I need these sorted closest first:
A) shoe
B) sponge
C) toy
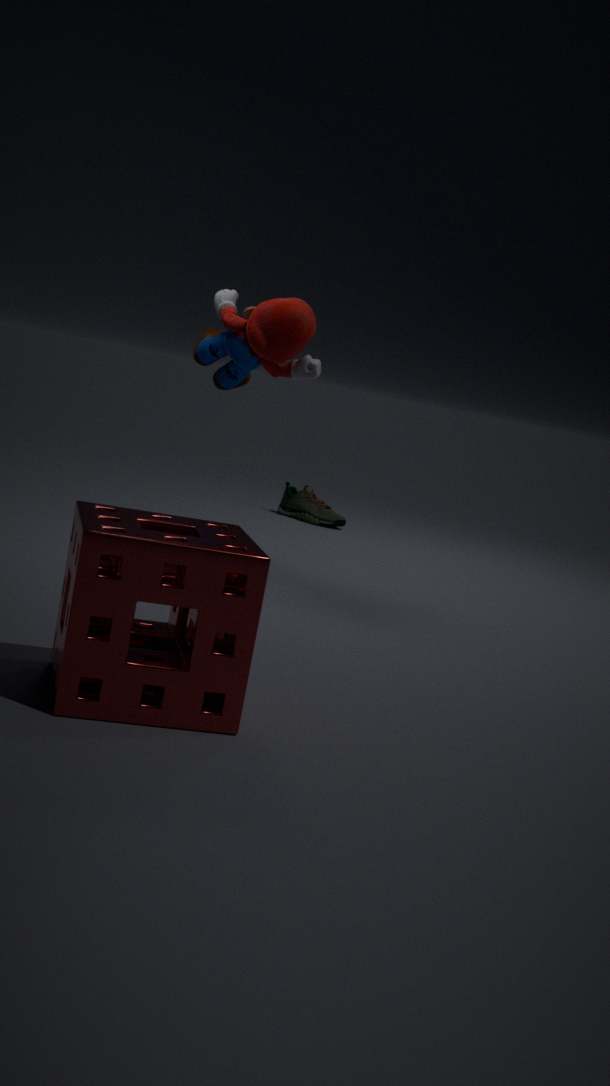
sponge
toy
shoe
